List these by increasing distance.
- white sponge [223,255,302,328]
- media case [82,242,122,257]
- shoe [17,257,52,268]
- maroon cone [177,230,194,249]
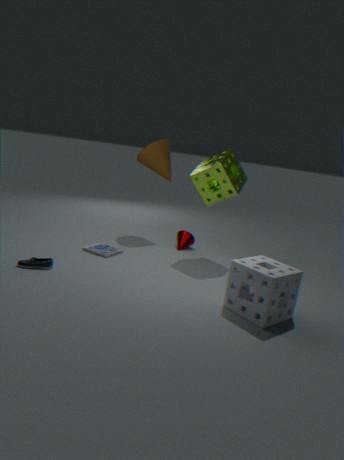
white sponge [223,255,302,328]
shoe [17,257,52,268]
media case [82,242,122,257]
maroon cone [177,230,194,249]
